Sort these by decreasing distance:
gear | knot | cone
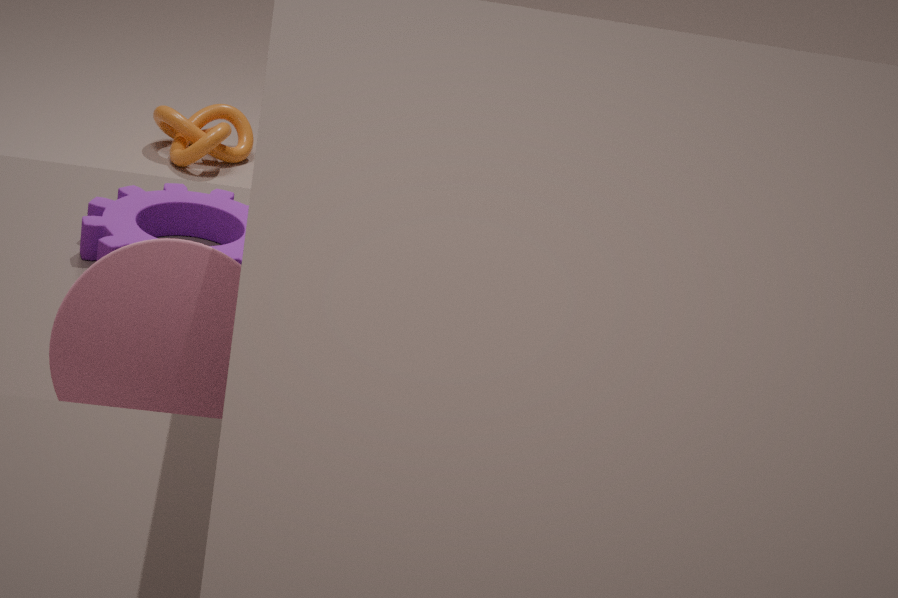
knot, gear, cone
